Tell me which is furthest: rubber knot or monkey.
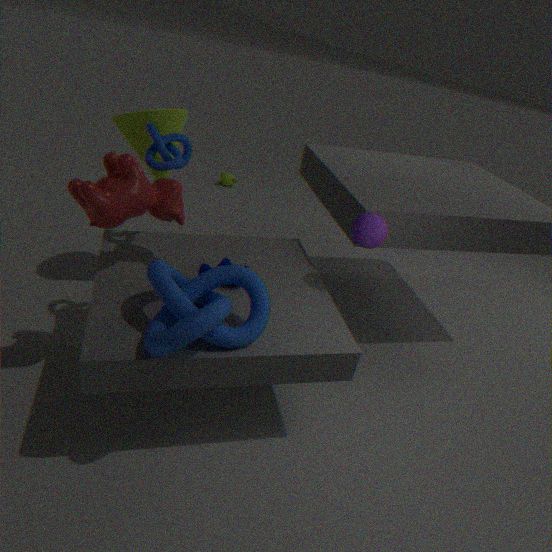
monkey
